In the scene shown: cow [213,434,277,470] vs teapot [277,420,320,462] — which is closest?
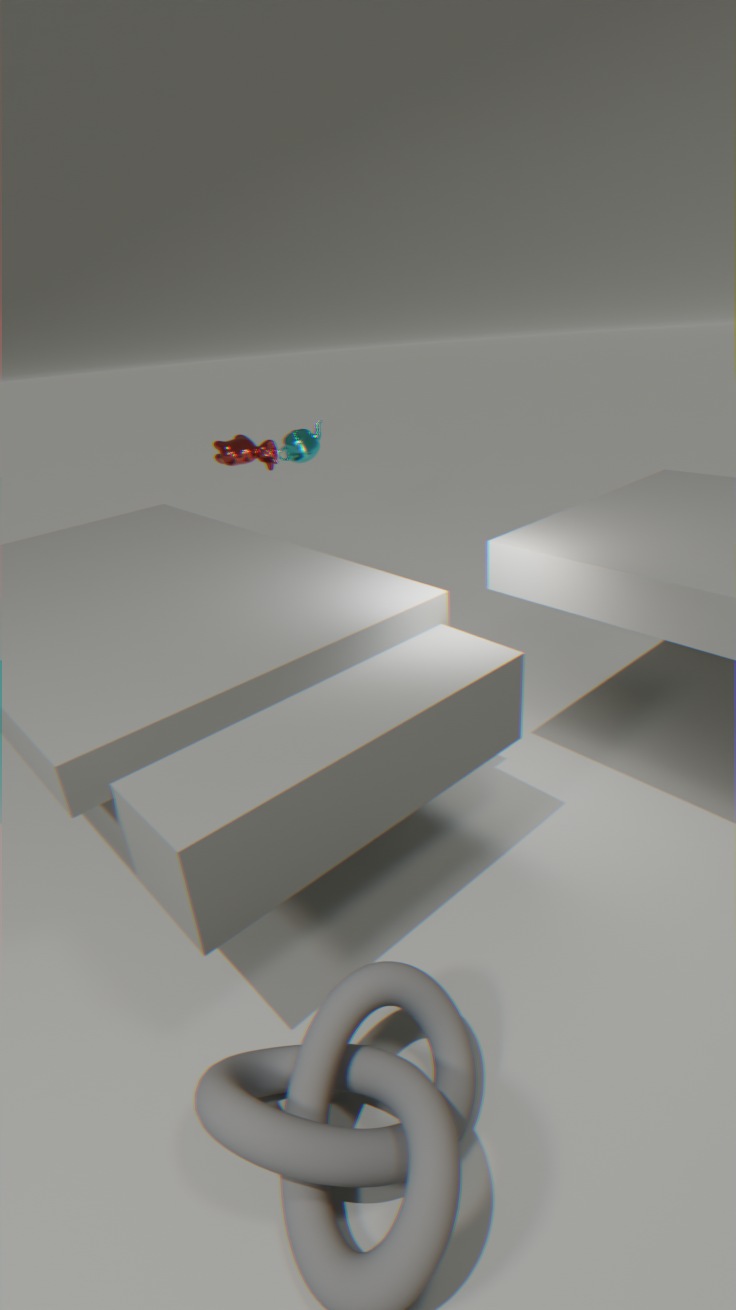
cow [213,434,277,470]
